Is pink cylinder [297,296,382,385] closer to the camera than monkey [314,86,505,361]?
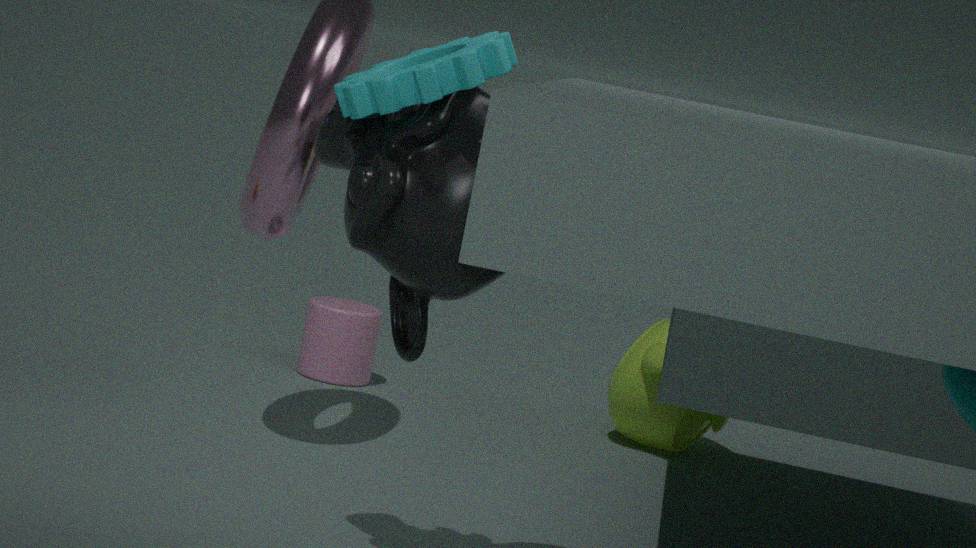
No
